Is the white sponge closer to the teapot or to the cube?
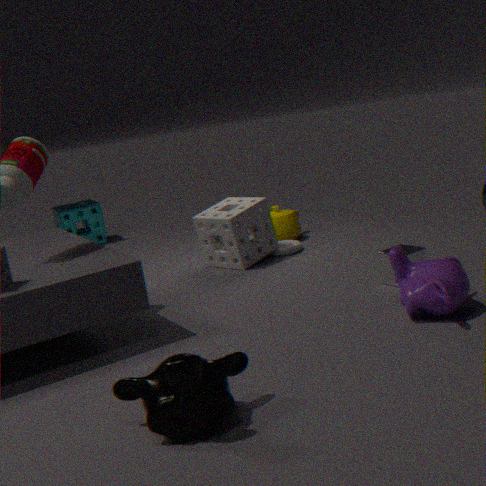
the teapot
